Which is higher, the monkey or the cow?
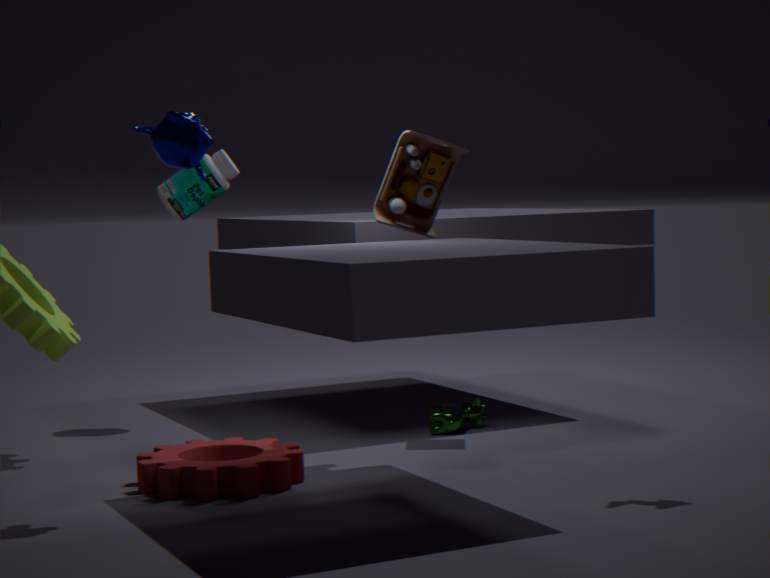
the monkey
